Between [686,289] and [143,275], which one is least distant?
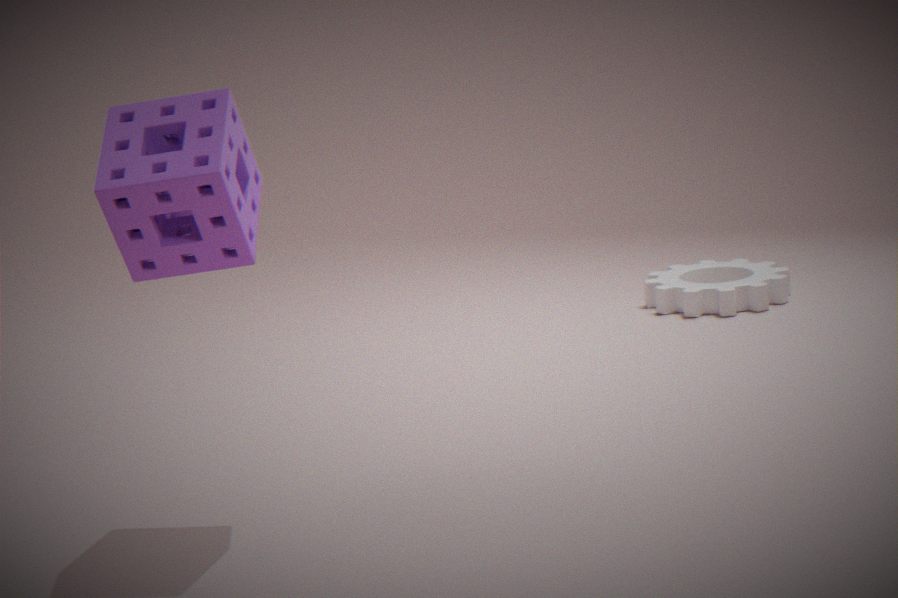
[143,275]
